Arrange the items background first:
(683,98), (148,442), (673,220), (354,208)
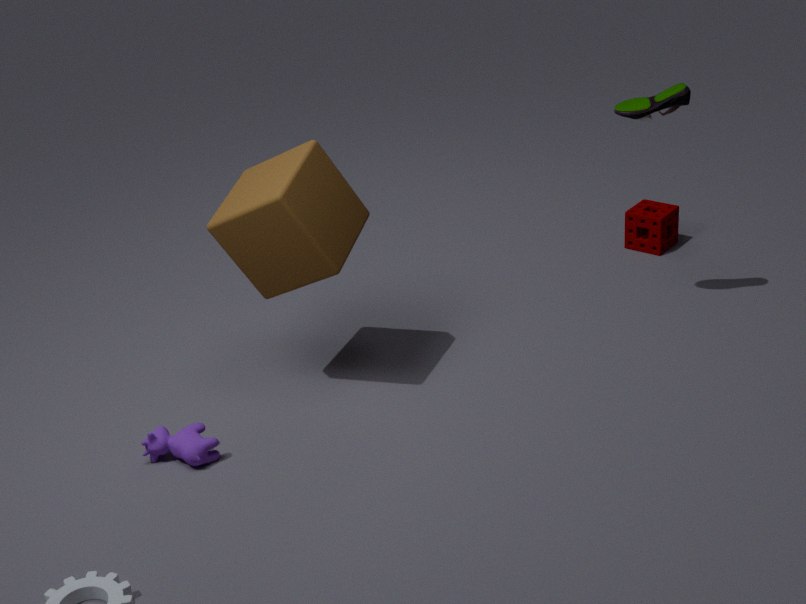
(673,220)
(683,98)
(354,208)
(148,442)
